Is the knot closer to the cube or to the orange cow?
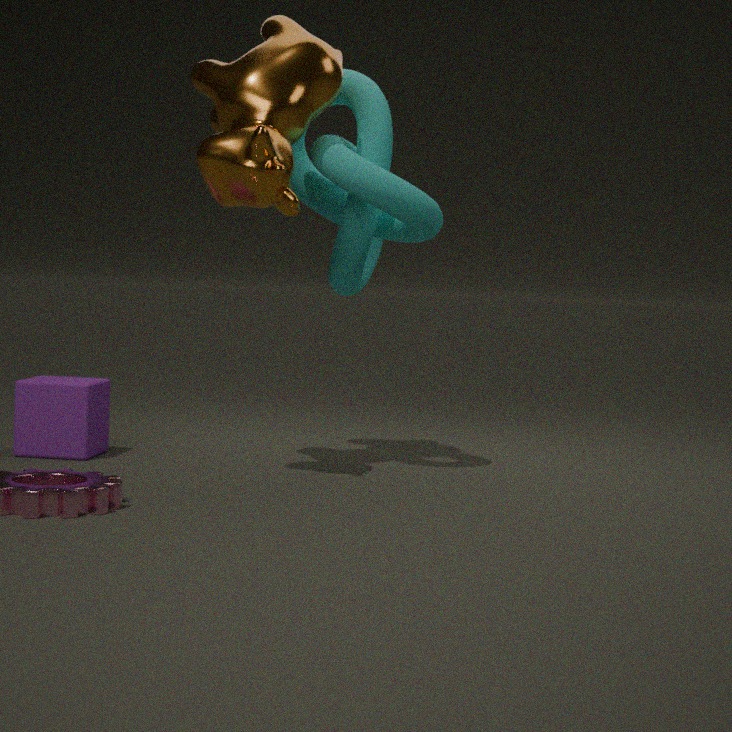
the orange cow
